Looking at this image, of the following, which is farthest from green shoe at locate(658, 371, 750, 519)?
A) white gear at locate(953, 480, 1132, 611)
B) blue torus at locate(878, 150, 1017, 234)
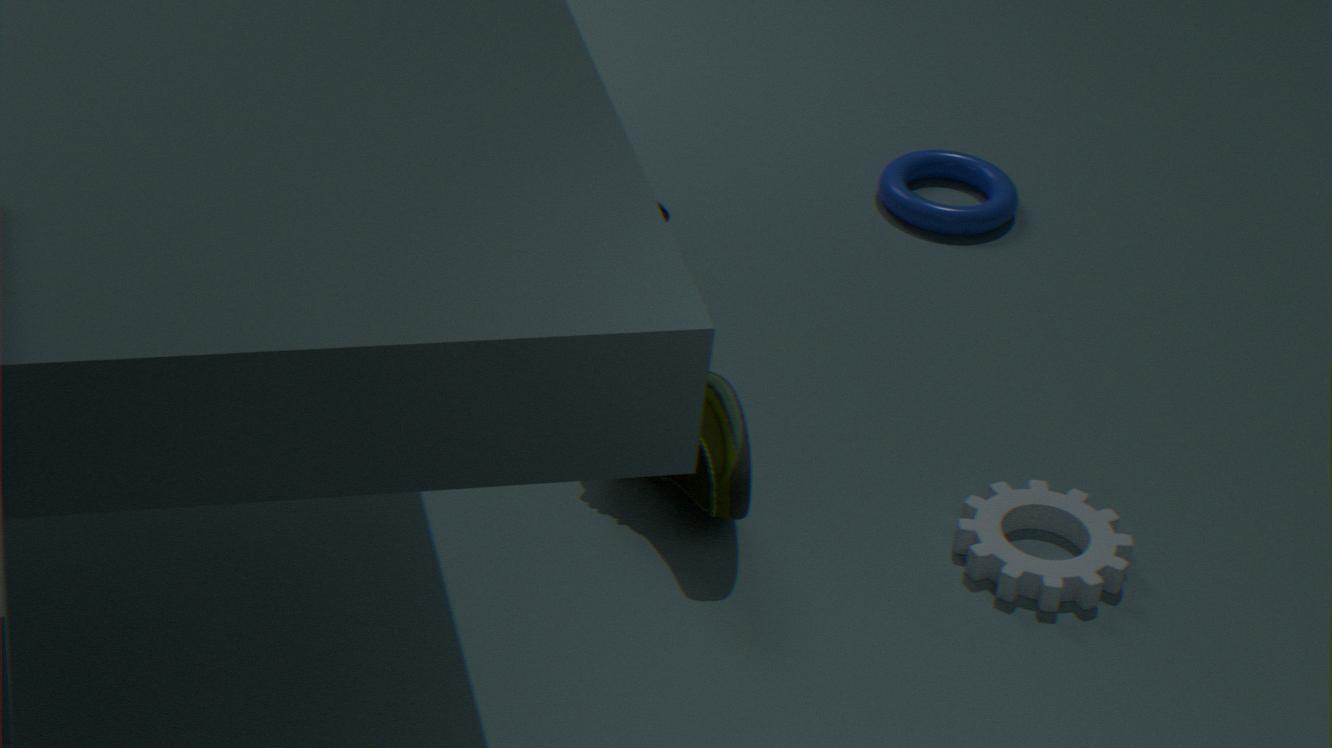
blue torus at locate(878, 150, 1017, 234)
